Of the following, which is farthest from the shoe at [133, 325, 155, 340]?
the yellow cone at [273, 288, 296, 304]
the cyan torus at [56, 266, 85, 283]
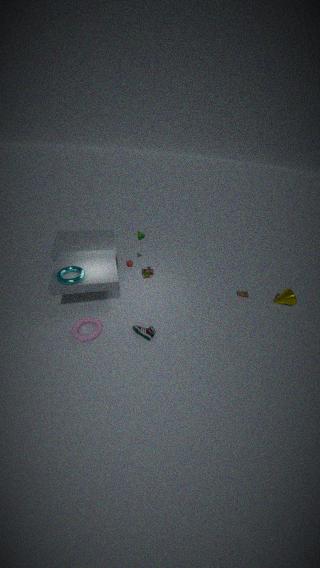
the yellow cone at [273, 288, 296, 304]
